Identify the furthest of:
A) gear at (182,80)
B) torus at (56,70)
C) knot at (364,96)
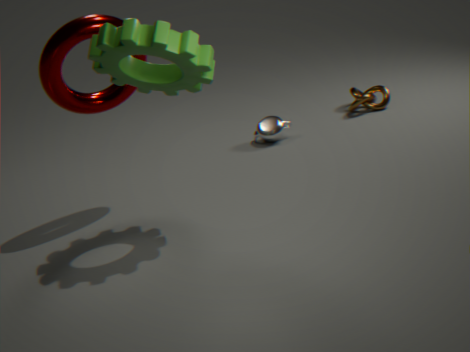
knot at (364,96)
